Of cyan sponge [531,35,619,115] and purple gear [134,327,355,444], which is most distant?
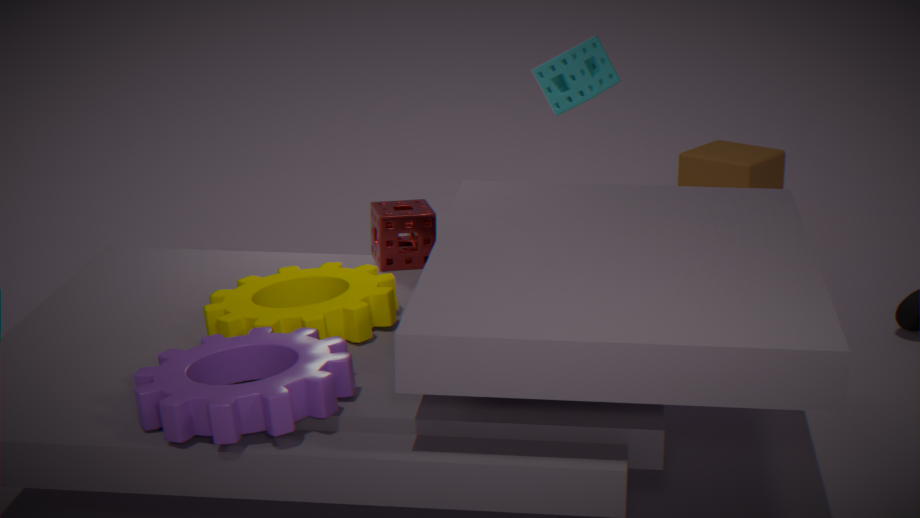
cyan sponge [531,35,619,115]
